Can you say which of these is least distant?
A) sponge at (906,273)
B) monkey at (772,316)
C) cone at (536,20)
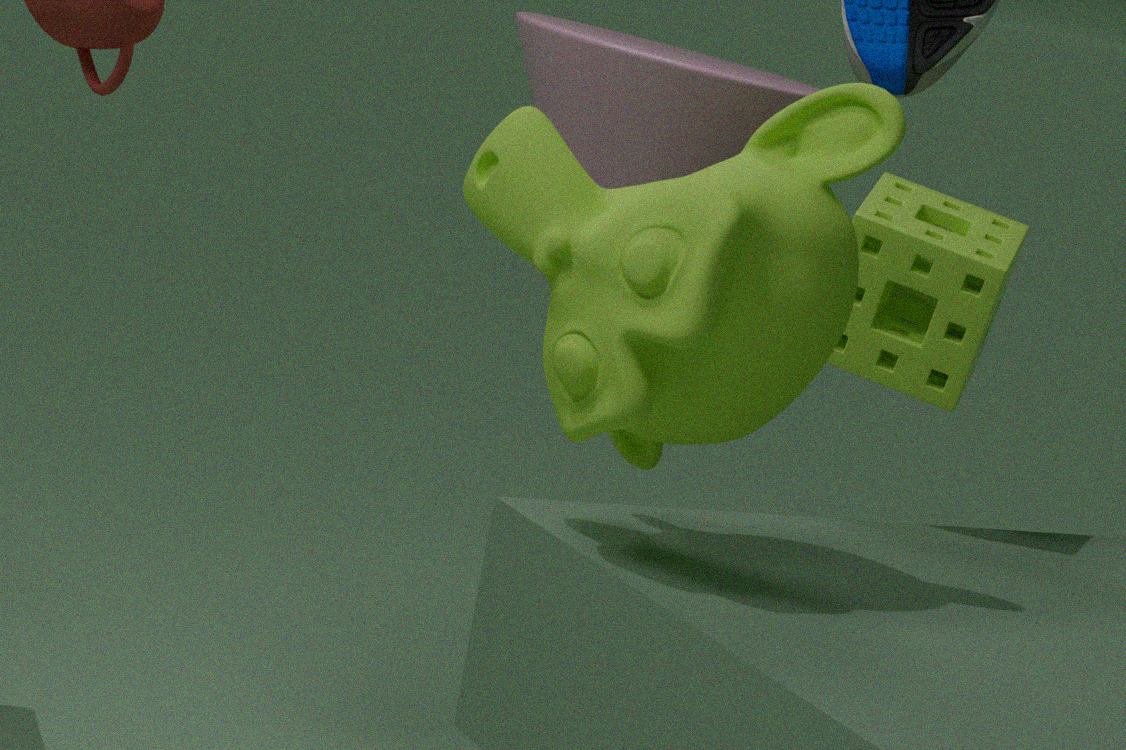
monkey at (772,316)
